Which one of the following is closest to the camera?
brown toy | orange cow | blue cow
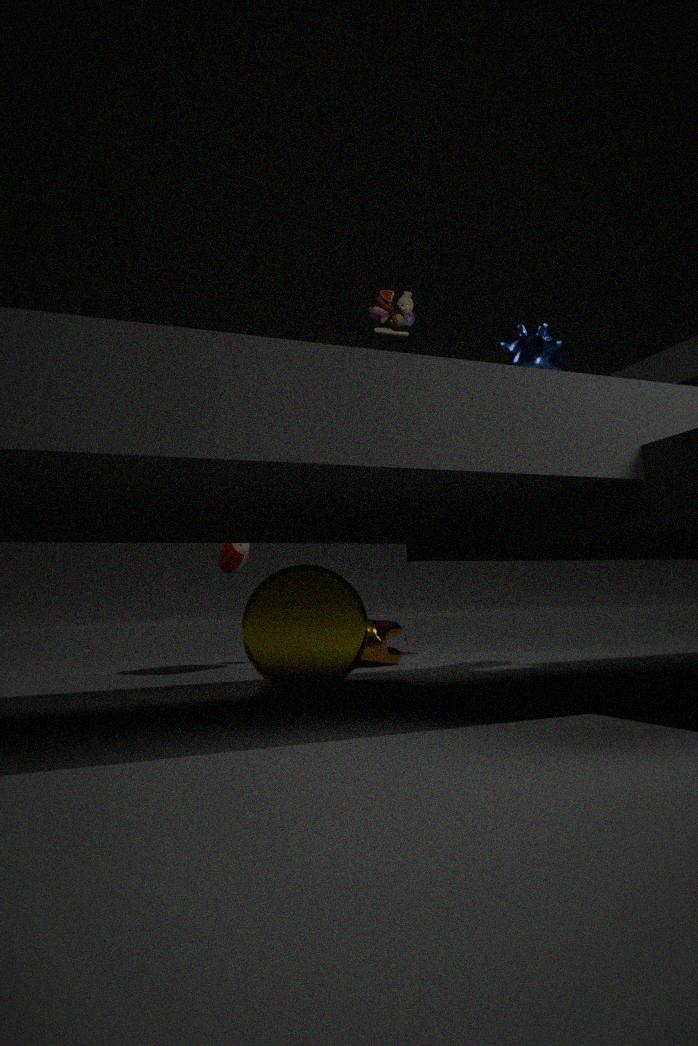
brown toy
